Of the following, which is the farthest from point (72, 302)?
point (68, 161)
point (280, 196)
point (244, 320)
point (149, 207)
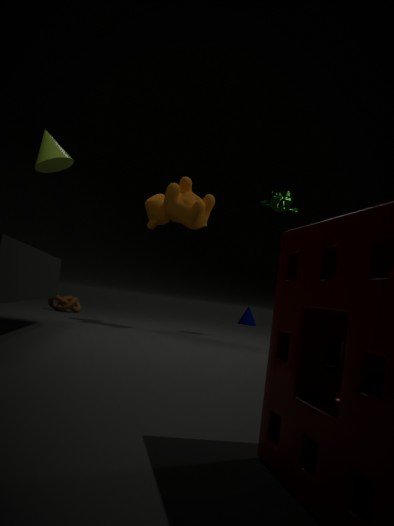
point (244, 320)
